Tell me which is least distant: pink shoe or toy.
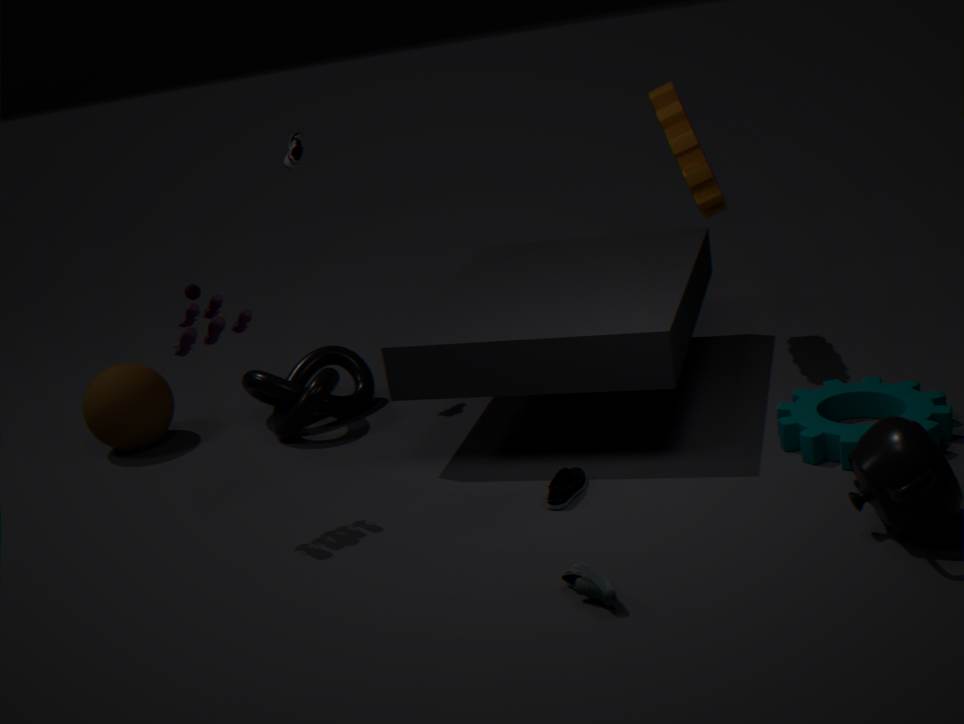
toy
